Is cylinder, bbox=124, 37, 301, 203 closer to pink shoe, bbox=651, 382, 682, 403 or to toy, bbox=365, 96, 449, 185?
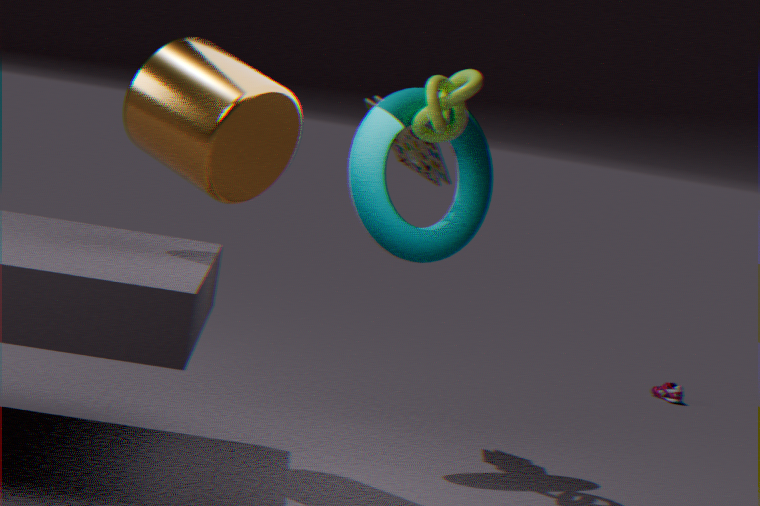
toy, bbox=365, 96, 449, 185
